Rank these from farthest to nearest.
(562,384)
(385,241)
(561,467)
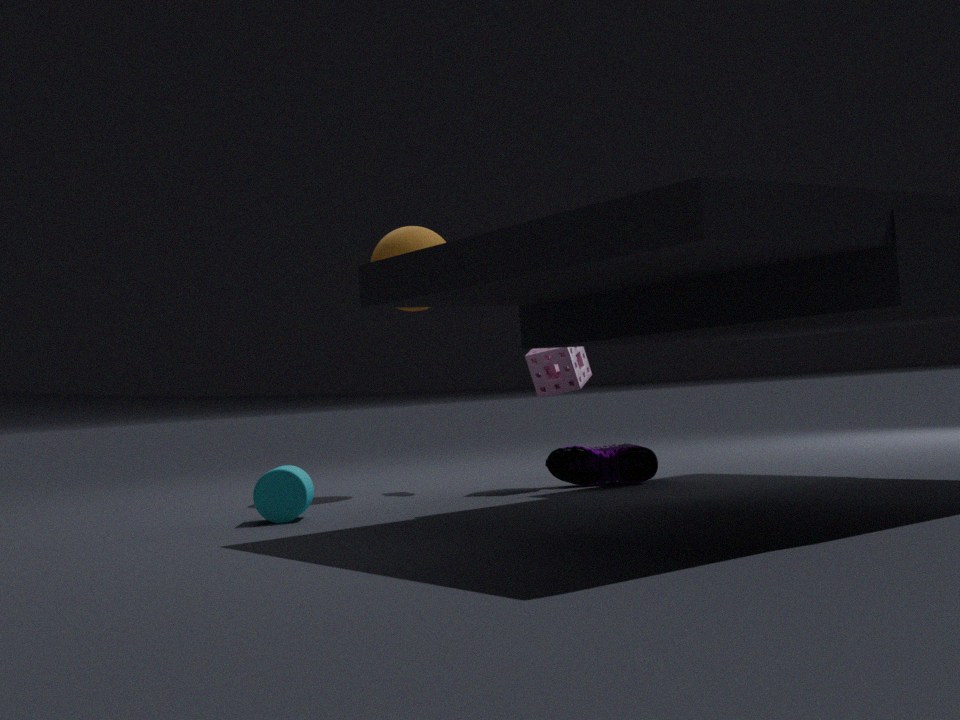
(385,241) → (562,384) → (561,467)
